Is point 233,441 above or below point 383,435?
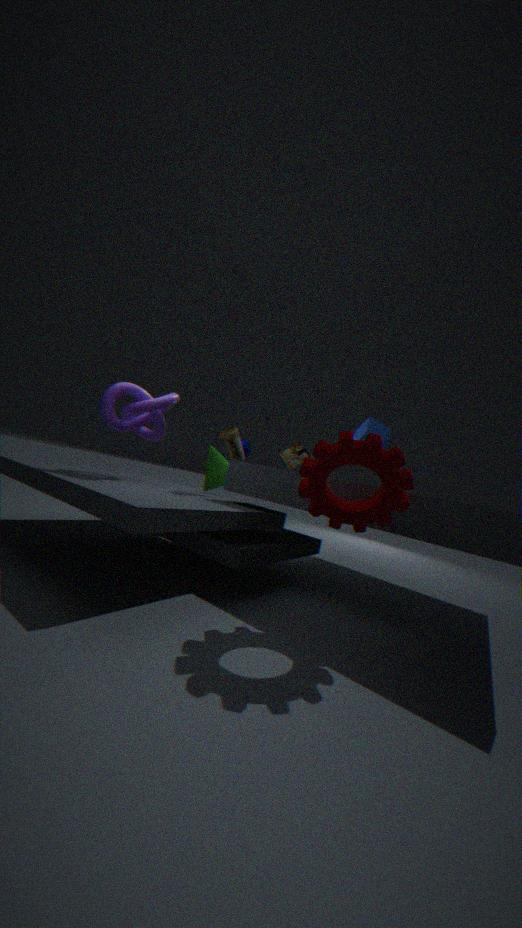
below
